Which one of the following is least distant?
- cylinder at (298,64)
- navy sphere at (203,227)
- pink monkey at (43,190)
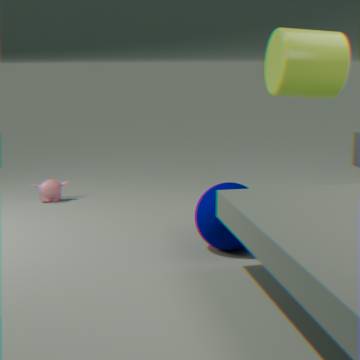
navy sphere at (203,227)
